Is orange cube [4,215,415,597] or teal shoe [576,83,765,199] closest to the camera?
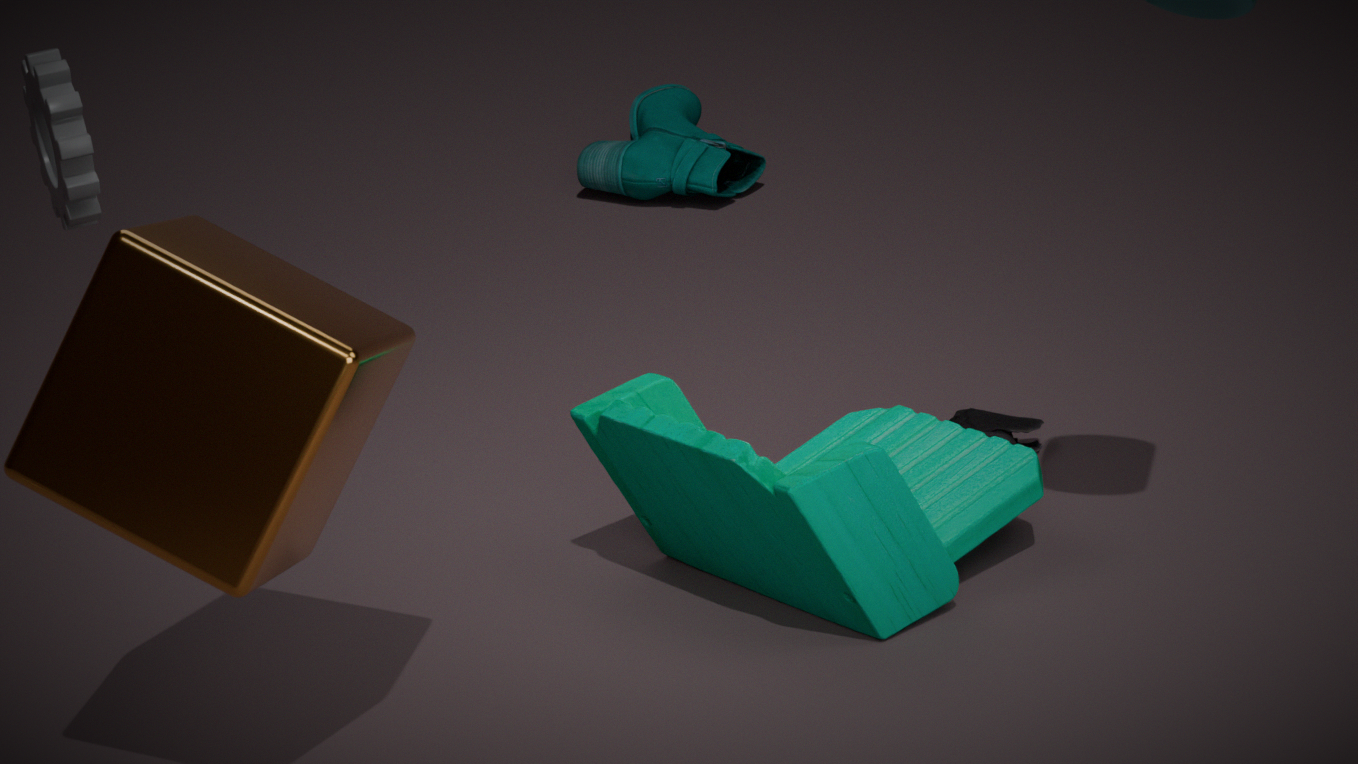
orange cube [4,215,415,597]
